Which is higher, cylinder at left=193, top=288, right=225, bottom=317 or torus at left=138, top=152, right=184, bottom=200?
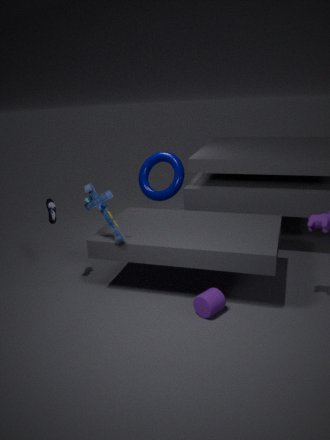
torus at left=138, top=152, right=184, bottom=200
